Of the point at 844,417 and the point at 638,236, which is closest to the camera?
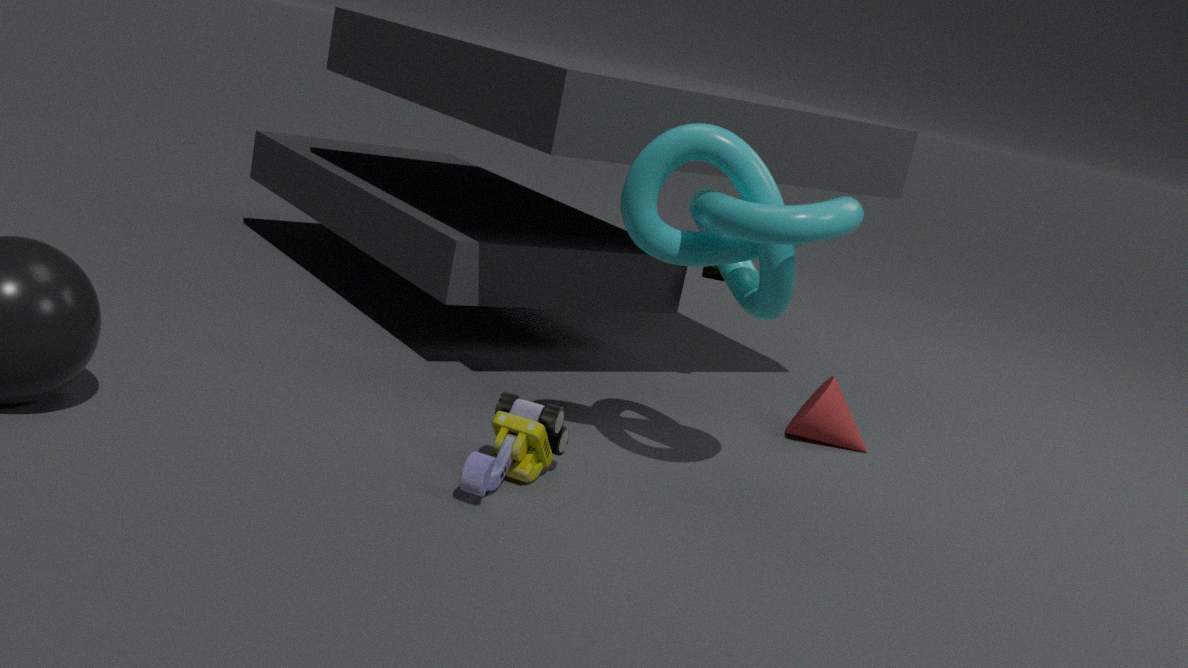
the point at 638,236
